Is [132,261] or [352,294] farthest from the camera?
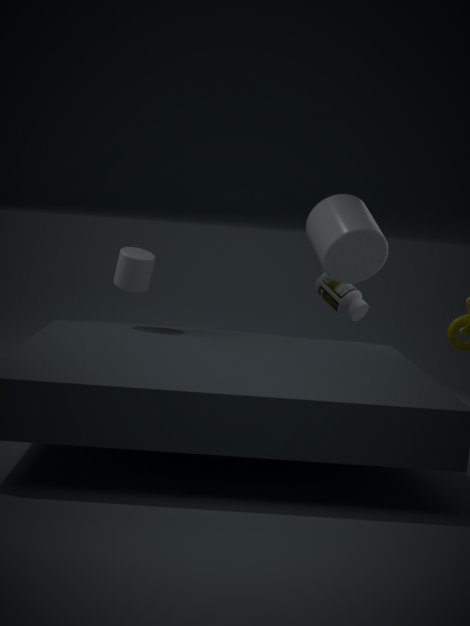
[352,294]
